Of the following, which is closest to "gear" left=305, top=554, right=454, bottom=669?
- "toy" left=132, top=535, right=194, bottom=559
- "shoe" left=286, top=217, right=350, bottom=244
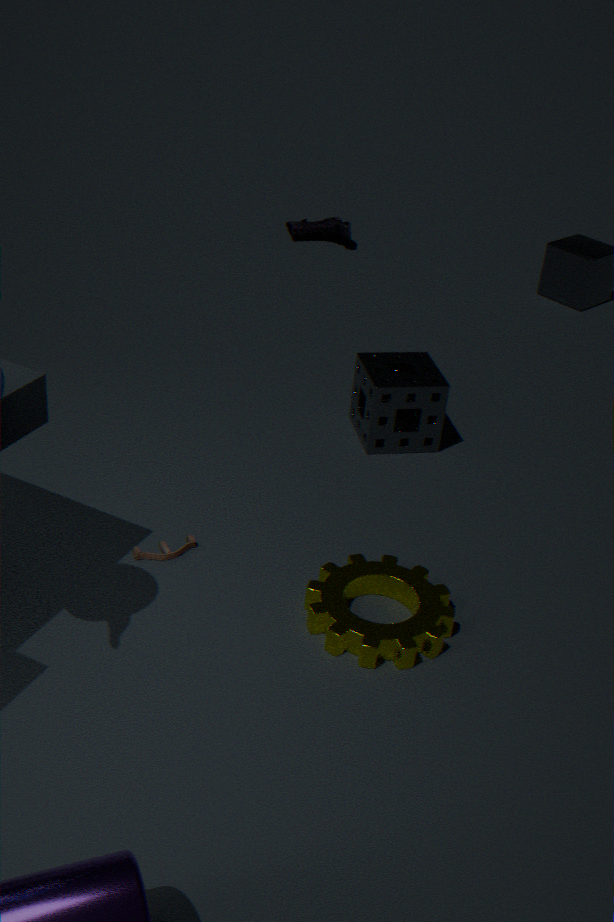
"toy" left=132, top=535, right=194, bottom=559
